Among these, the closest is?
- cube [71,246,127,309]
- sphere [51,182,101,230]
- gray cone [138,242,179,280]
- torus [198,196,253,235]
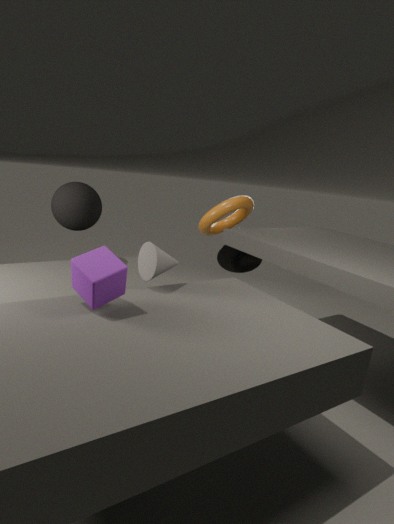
cube [71,246,127,309]
